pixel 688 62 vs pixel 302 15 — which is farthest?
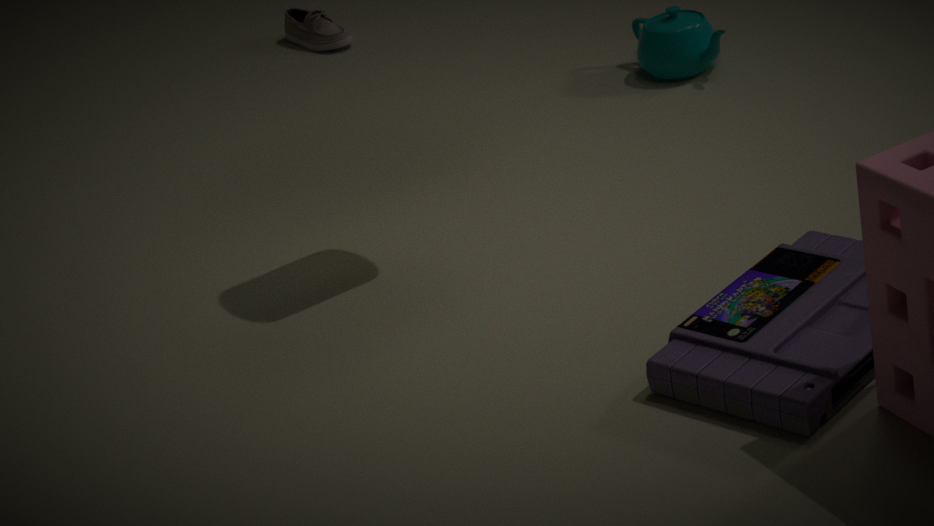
pixel 302 15
